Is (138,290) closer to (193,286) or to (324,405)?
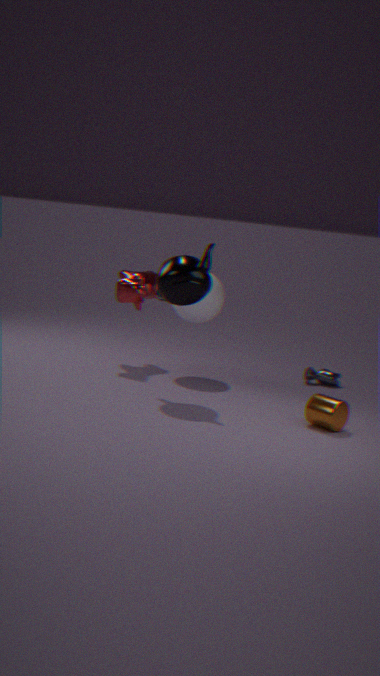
(193,286)
